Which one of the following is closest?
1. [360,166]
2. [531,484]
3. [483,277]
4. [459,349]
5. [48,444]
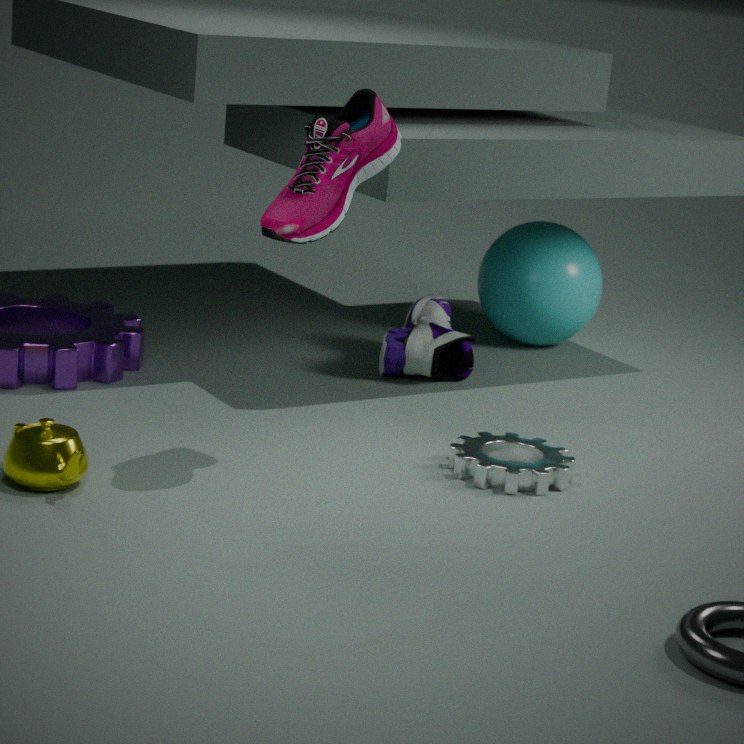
[48,444]
